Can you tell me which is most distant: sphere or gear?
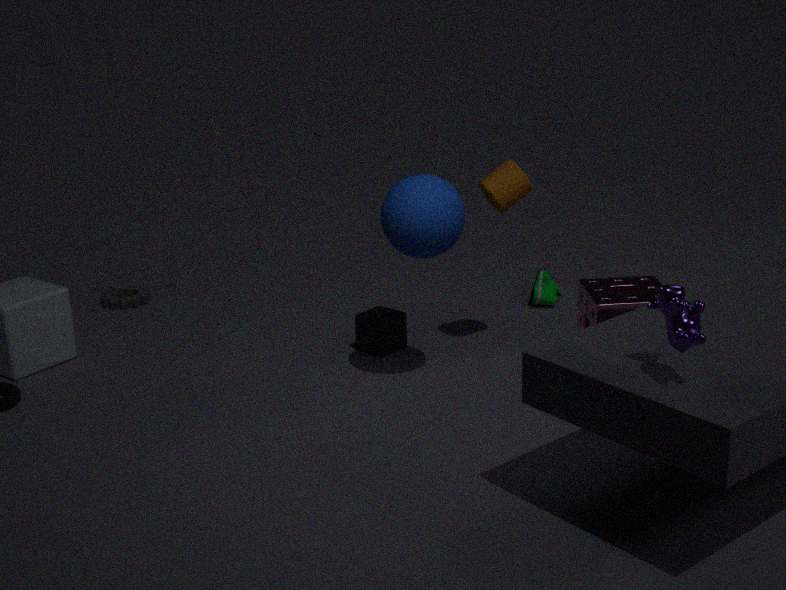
gear
